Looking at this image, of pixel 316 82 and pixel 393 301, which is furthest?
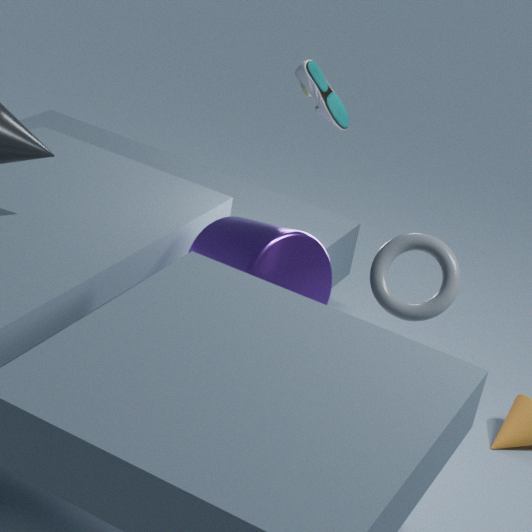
pixel 316 82
